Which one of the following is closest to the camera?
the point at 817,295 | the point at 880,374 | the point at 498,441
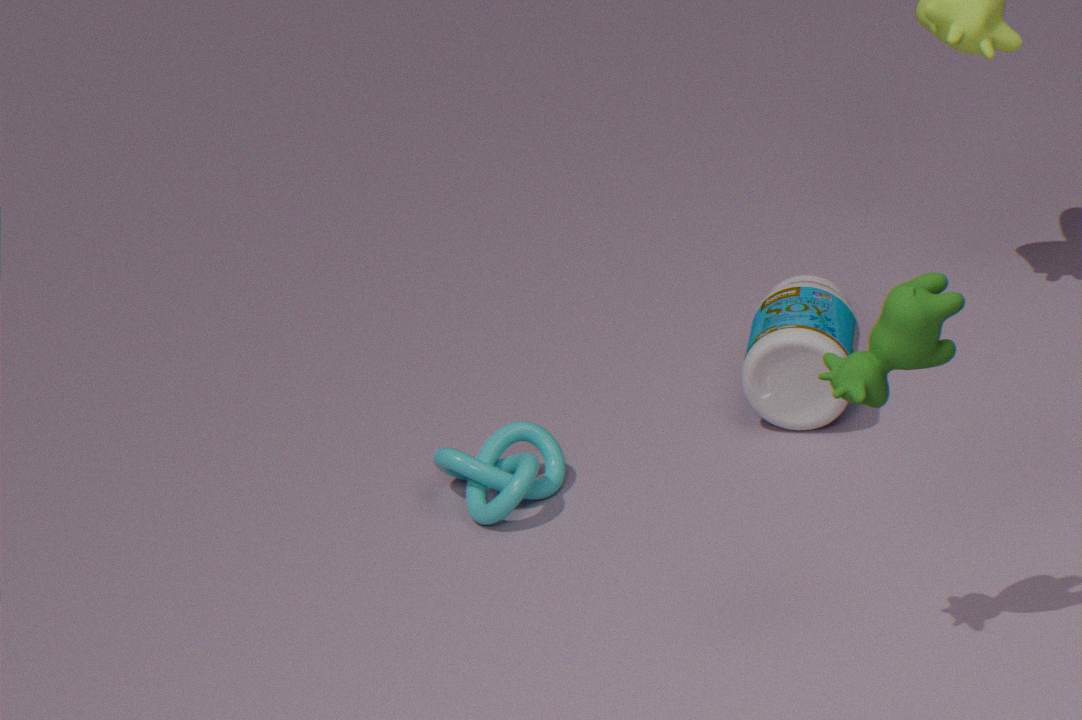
the point at 880,374
